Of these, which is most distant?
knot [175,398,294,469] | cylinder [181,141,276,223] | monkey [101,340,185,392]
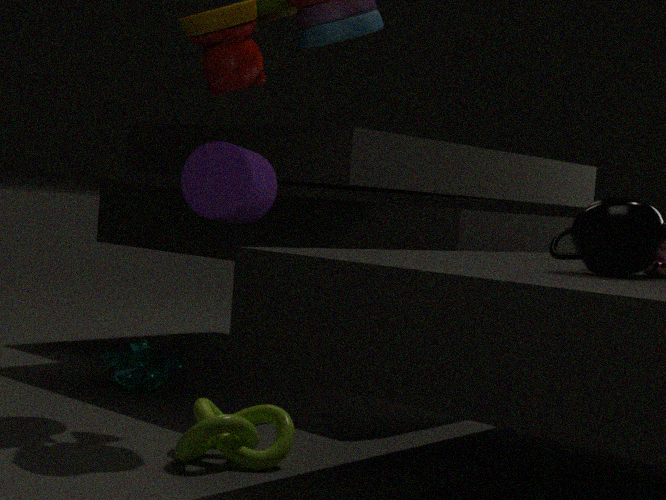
monkey [101,340,185,392]
